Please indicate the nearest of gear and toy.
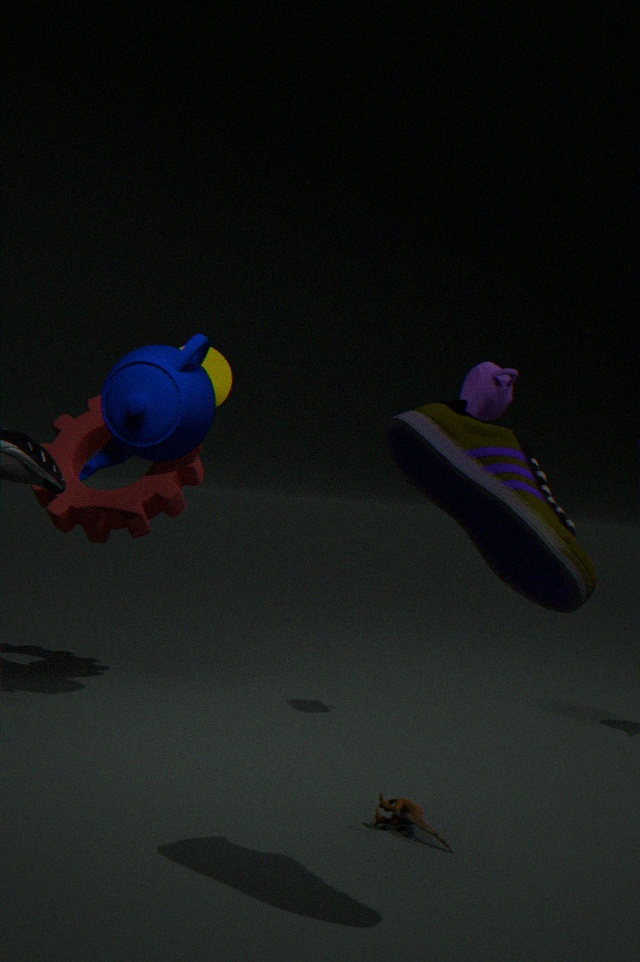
toy
